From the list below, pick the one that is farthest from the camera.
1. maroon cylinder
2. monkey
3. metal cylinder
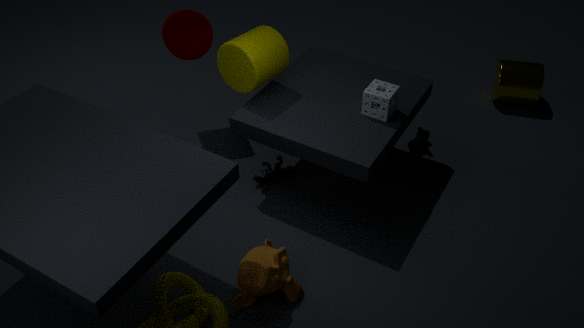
metal cylinder
